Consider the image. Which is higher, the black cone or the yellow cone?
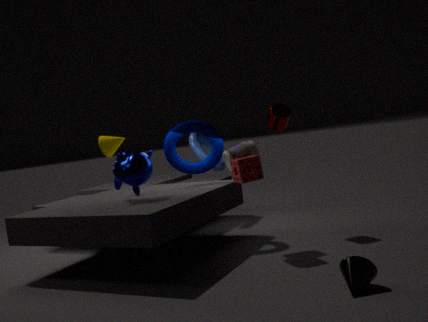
the yellow cone
